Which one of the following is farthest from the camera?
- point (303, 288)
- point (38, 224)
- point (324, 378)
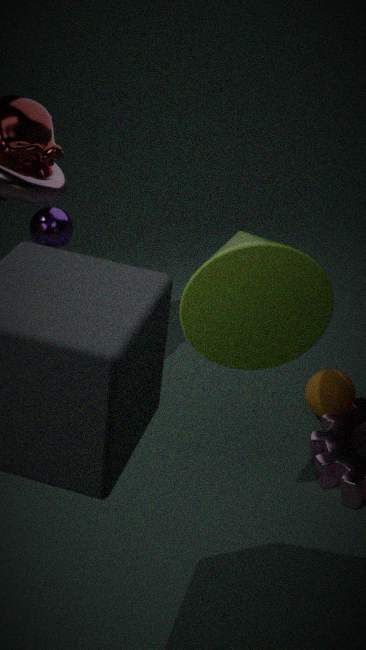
point (38, 224)
